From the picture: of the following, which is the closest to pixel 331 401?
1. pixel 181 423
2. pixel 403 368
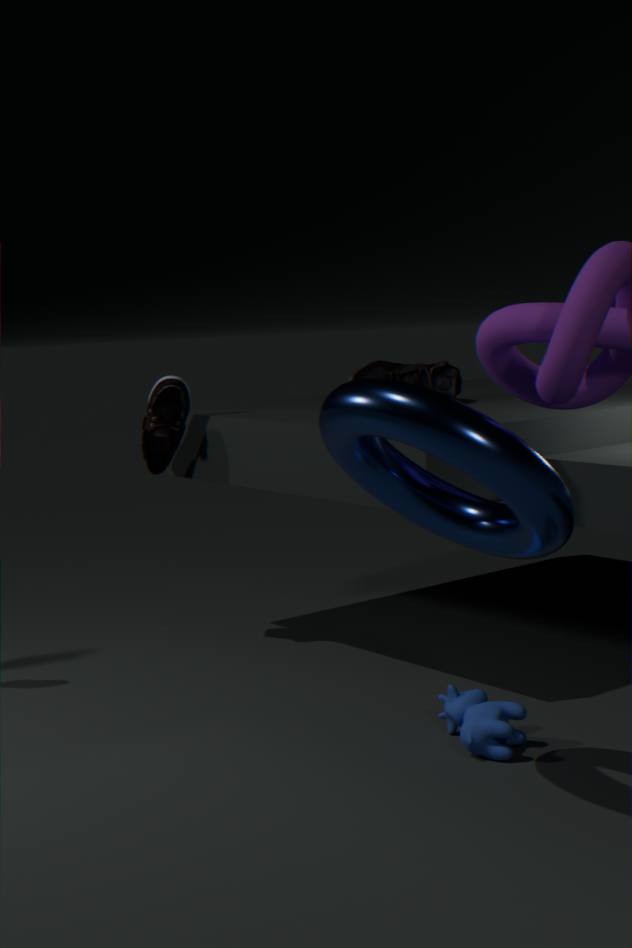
pixel 403 368
